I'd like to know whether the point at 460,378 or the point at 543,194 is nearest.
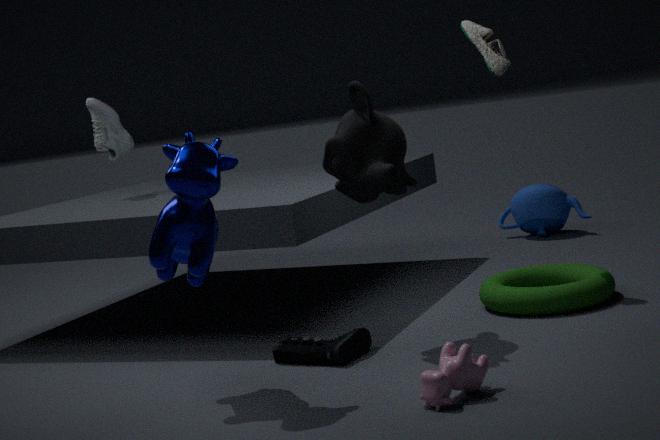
the point at 460,378
